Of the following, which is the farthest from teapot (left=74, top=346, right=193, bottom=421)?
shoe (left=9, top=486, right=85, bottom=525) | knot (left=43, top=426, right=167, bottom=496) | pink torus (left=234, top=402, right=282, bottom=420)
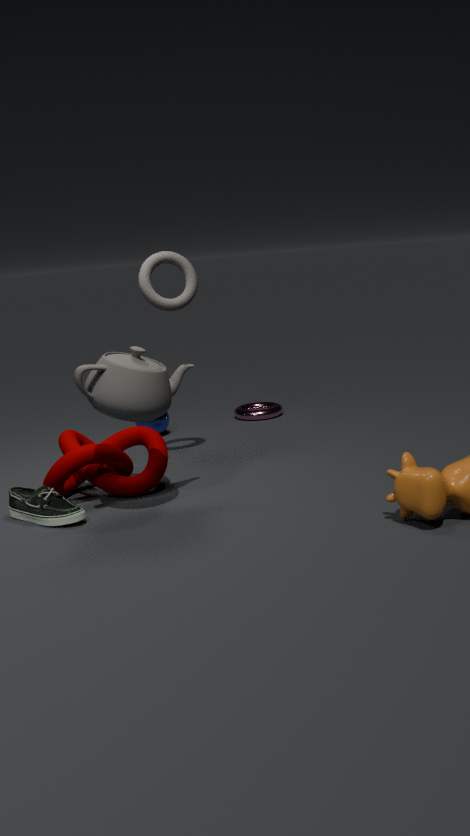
pink torus (left=234, top=402, right=282, bottom=420)
